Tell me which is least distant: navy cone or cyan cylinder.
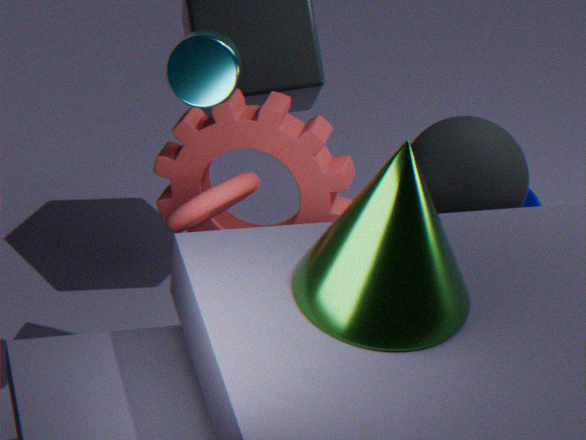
cyan cylinder
